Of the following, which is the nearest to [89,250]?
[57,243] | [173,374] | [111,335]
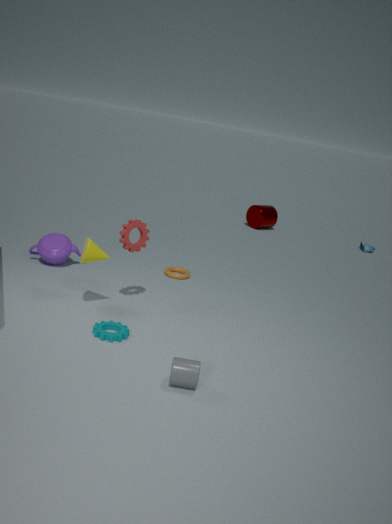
[111,335]
